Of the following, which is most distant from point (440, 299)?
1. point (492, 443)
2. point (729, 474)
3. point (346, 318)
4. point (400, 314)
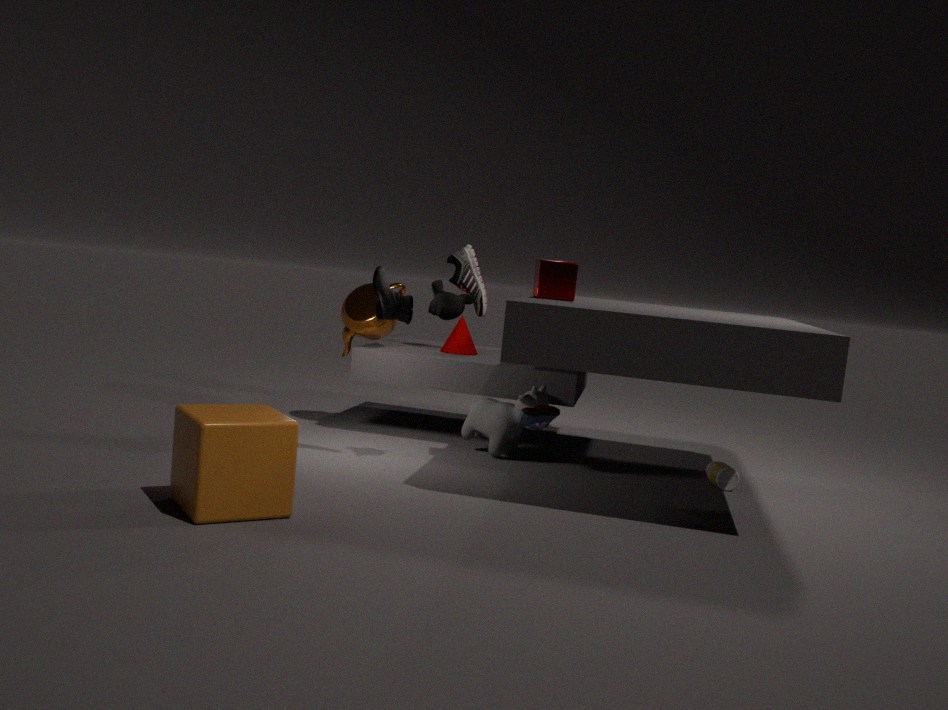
point (729, 474)
